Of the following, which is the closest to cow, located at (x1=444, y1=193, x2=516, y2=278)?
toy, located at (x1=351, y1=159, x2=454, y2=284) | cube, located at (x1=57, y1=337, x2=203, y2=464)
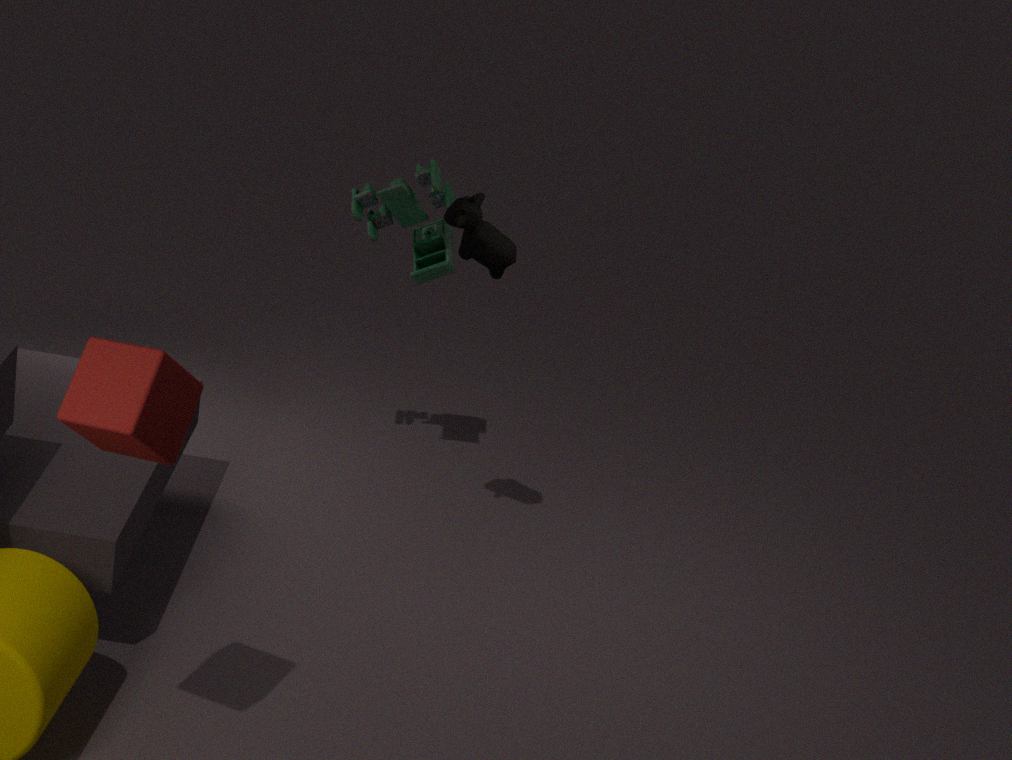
toy, located at (x1=351, y1=159, x2=454, y2=284)
